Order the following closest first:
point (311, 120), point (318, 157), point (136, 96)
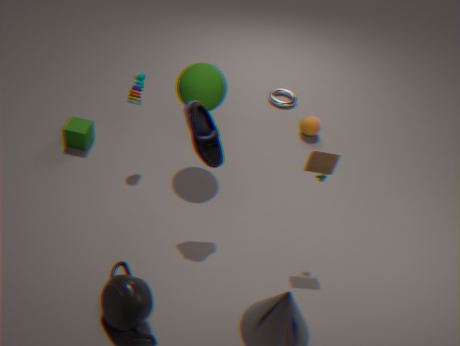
point (318, 157) → point (136, 96) → point (311, 120)
